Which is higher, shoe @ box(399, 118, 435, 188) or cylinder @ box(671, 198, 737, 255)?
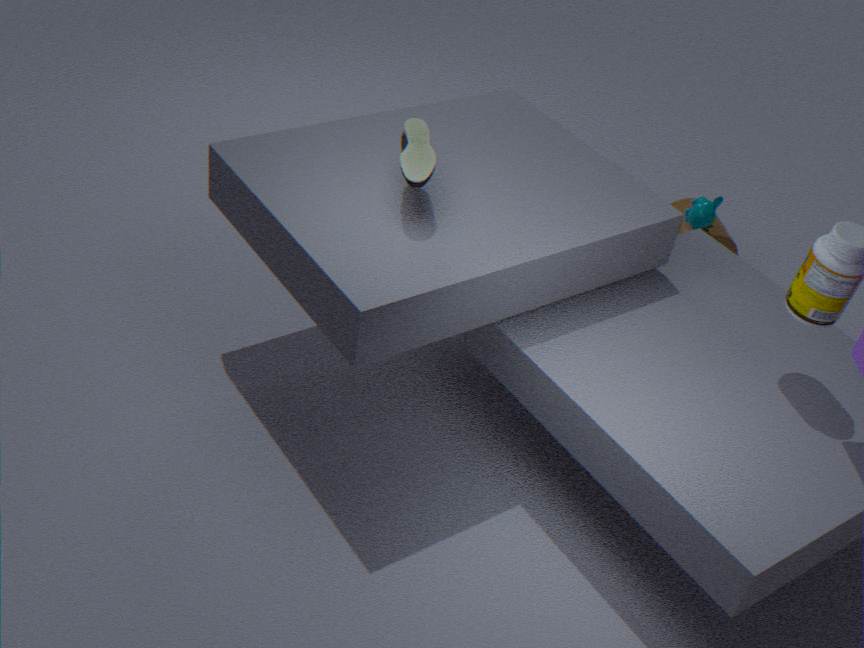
shoe @ box(399, 118, 435, 188)
